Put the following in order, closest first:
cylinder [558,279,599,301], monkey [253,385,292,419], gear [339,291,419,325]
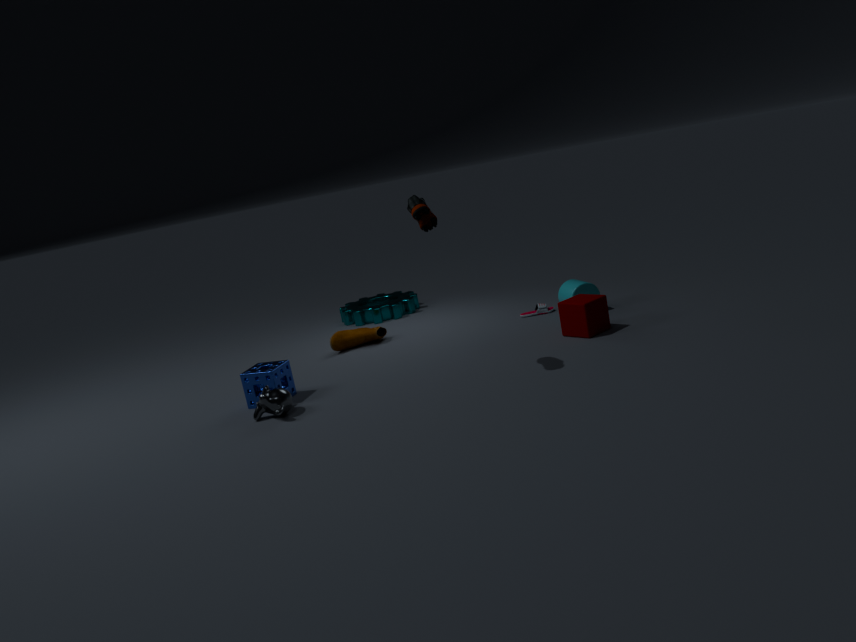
monkey [253,385,292,419] → cylinder [558,279,599,301] → gear [339,291,419,325]
